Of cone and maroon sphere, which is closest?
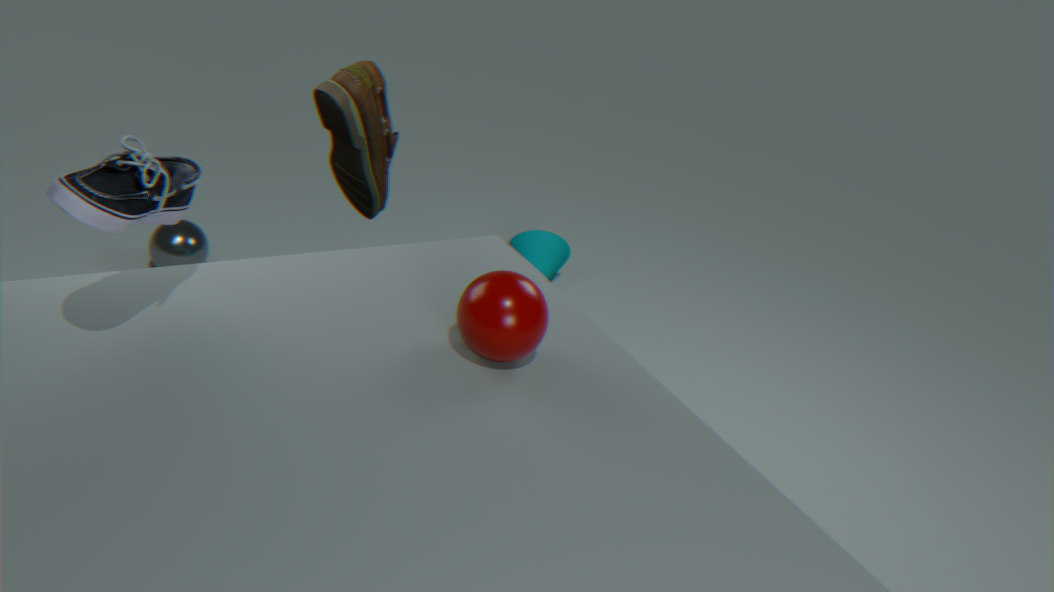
maroon sphere
